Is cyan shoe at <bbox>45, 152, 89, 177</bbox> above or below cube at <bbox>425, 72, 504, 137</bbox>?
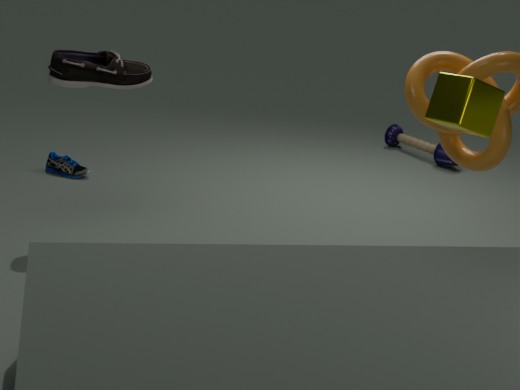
below
